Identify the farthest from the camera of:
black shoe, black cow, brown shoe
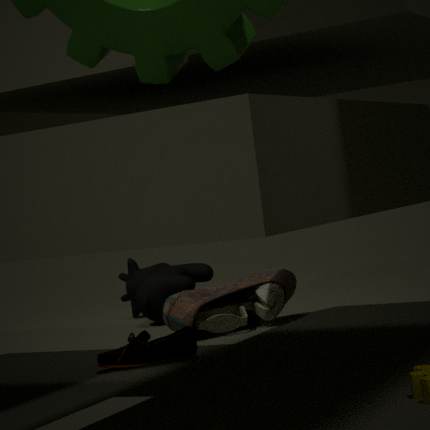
black cow
